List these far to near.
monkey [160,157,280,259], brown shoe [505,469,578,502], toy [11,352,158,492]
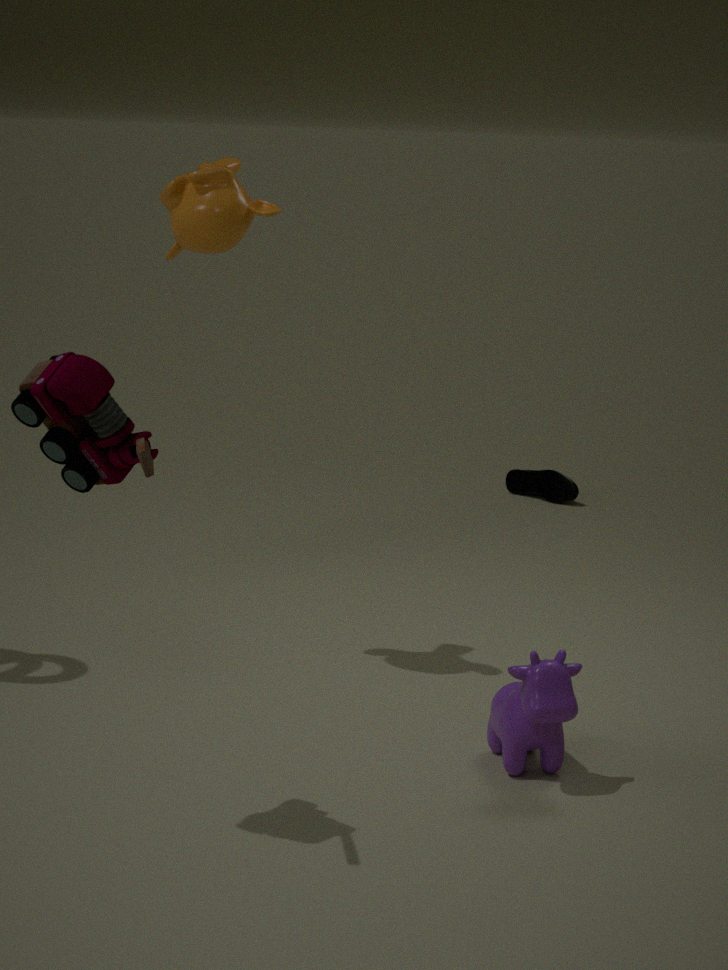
1. brown shoe [505,469,578,502]
2. monkey [160,157,280,259]
3. toy [11,352,158,492]
